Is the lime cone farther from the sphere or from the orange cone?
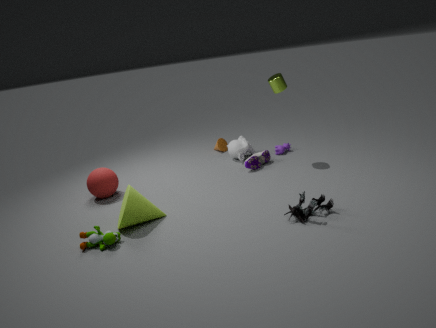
the orange cone
